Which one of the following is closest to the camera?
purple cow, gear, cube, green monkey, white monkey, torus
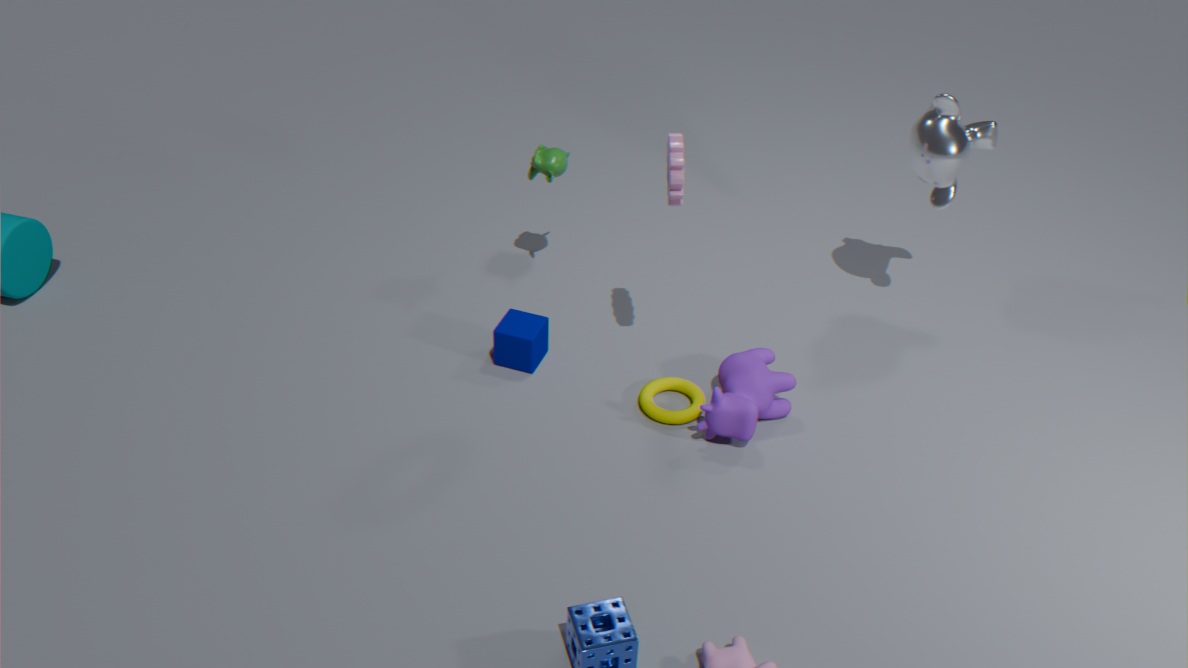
gear
